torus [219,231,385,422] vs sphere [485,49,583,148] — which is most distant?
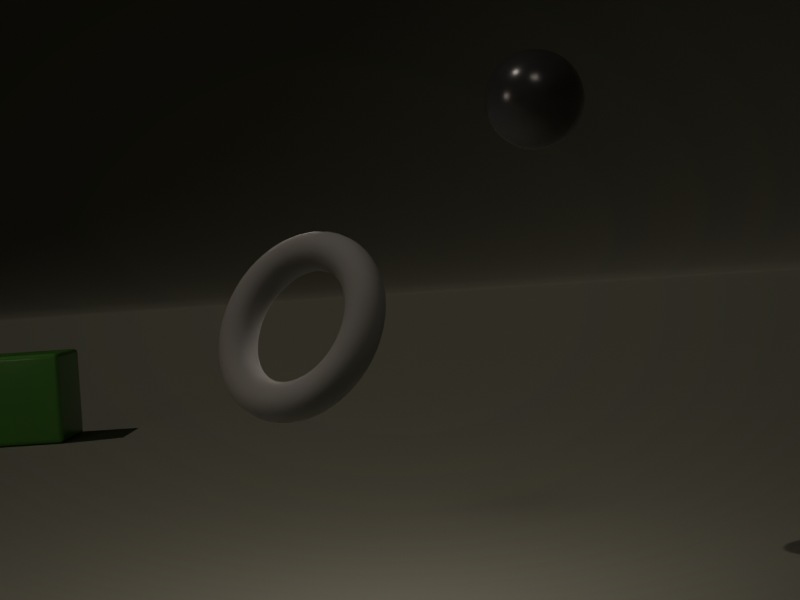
sphere [485,49,583,148]
